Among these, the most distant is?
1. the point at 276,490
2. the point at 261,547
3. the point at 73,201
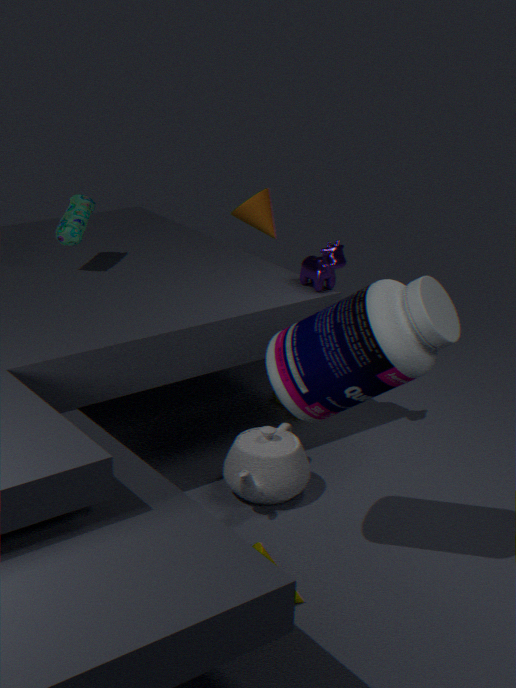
the point at 73,201
